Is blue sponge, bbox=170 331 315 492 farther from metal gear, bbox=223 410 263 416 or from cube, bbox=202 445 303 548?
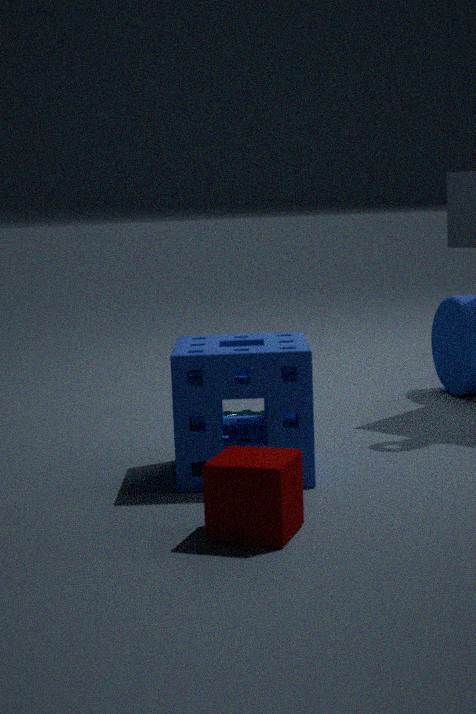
cube, bbox=202 445 303 548
